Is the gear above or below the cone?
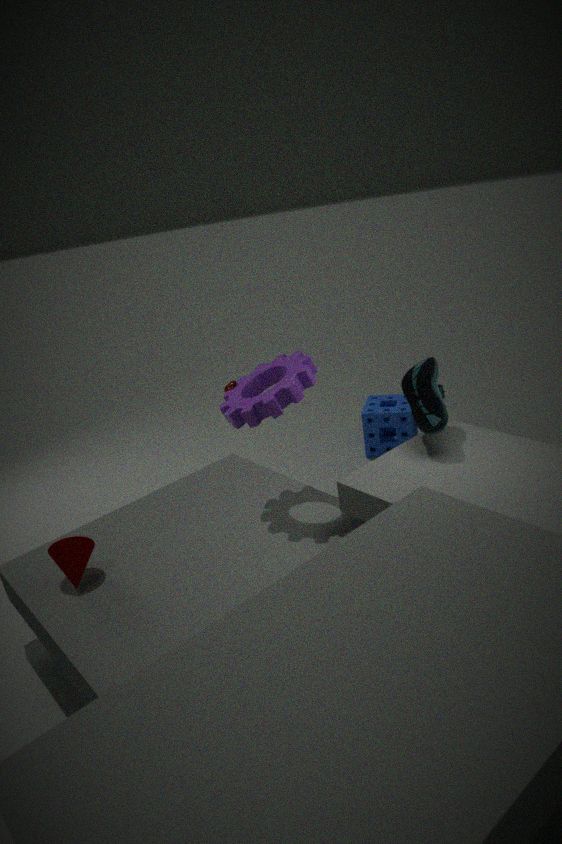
above
